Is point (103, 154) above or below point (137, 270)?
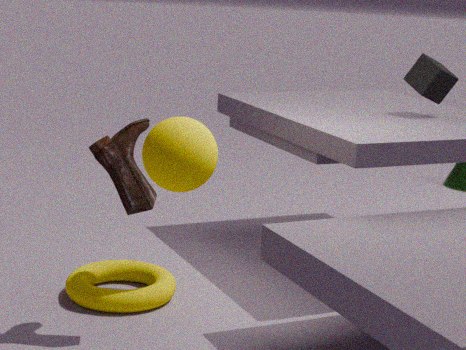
above
